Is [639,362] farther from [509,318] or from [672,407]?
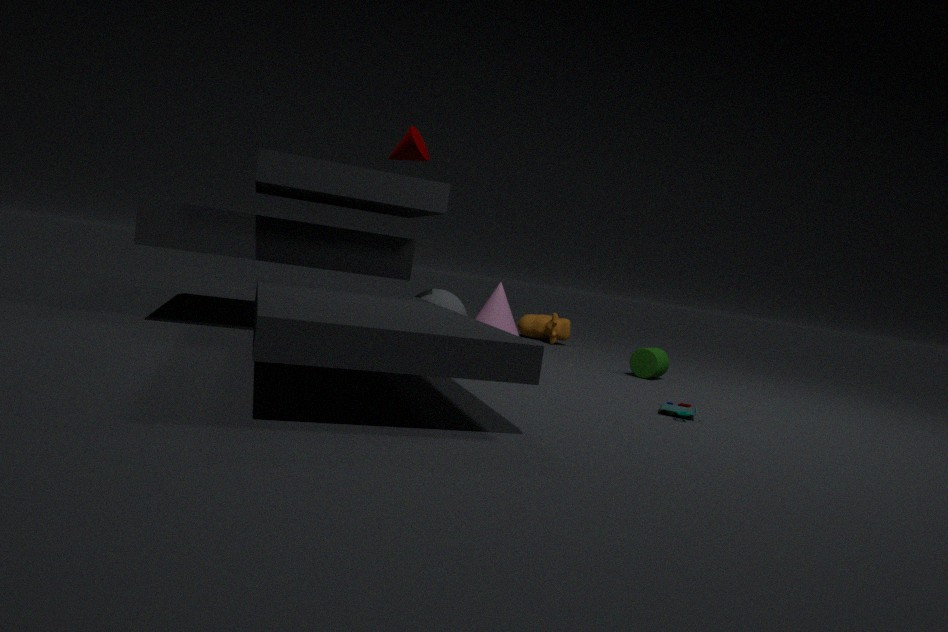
[672,407]
